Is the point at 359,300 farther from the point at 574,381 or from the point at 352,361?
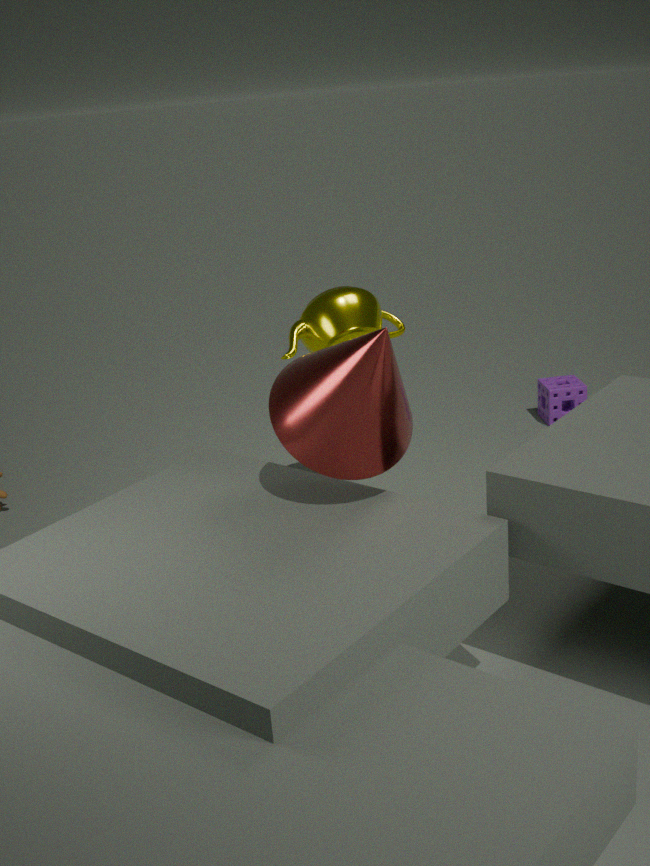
the point at 574,381
